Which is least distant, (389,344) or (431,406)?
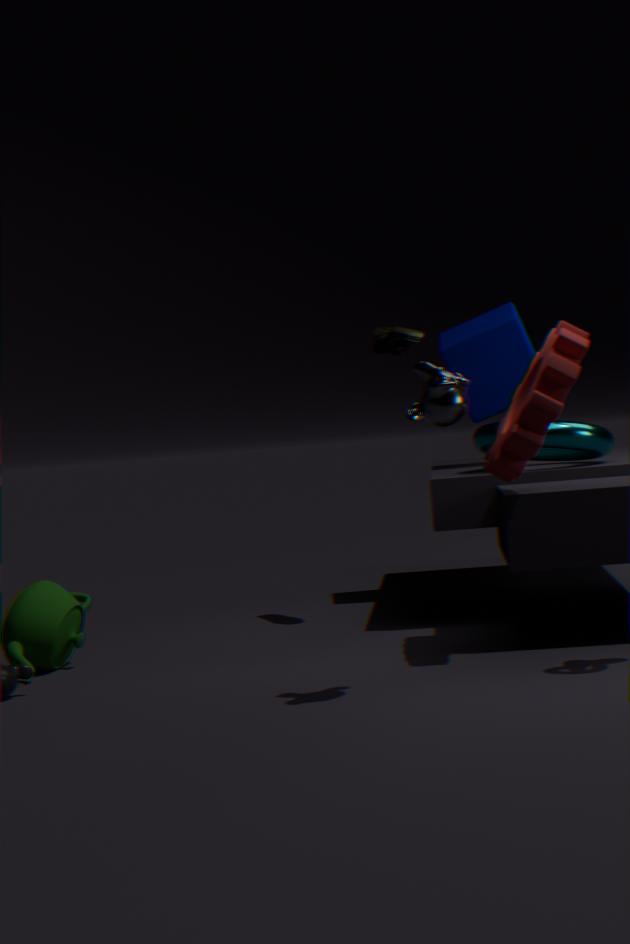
(431,406)
